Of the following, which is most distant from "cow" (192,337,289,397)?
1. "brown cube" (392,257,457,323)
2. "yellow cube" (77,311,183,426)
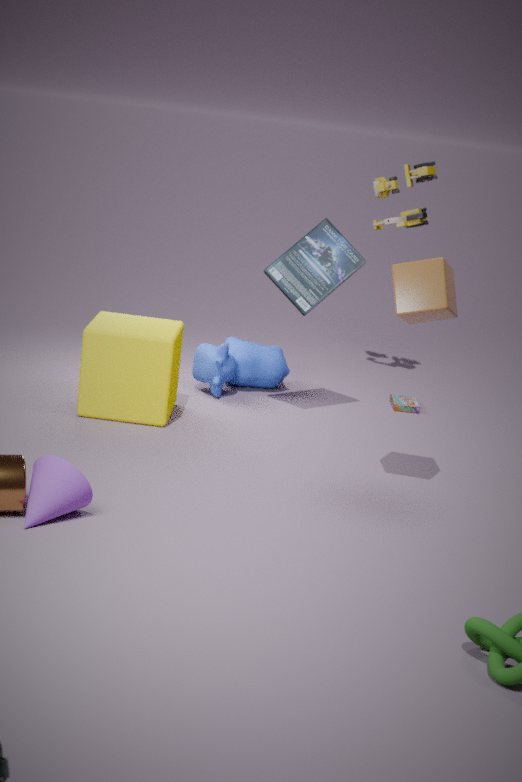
"brown cube" (392,257,457,323)
